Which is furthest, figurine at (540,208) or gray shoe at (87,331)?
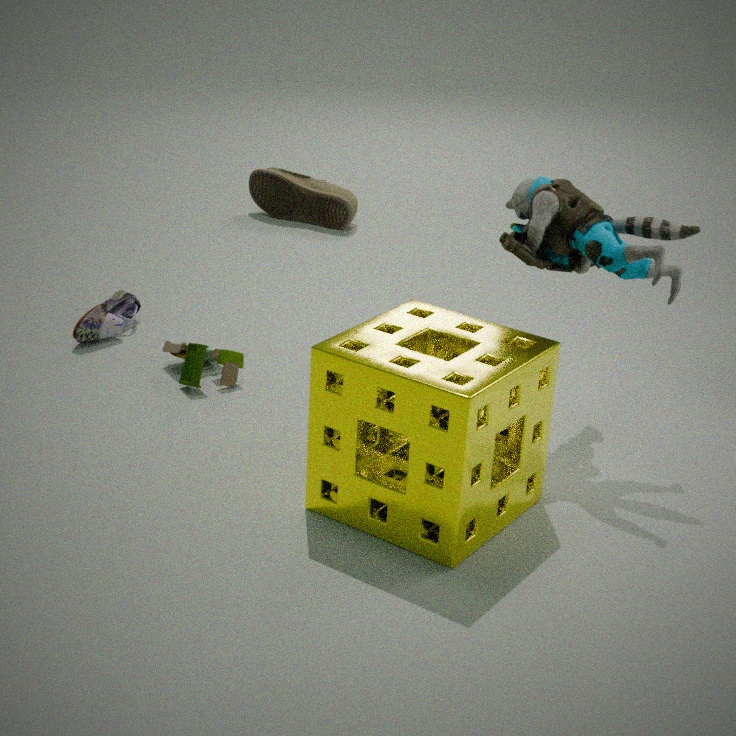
gray shoe at (87,331)
